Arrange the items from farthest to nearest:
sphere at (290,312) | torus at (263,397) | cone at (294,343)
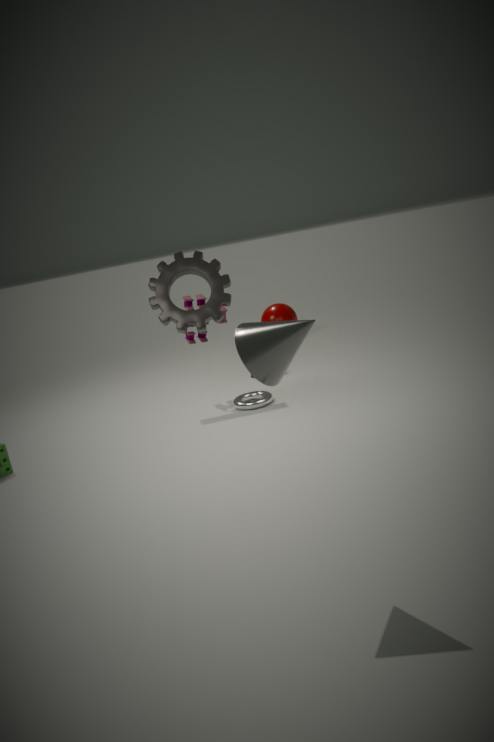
sphere at (290,312) → torus at (263,397) → cone at (294,343)
